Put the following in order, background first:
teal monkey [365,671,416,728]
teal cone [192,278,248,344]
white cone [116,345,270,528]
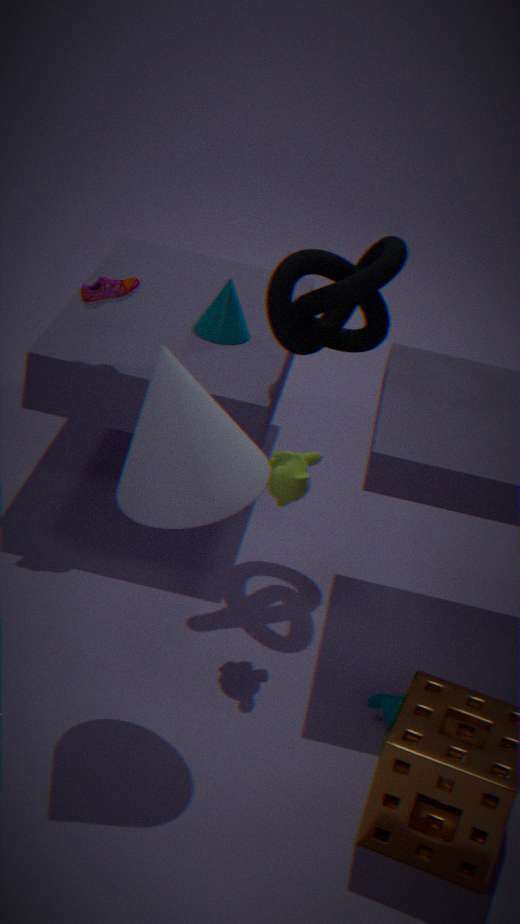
teal cone [192,278,248,344], teal monkey [365,671,416,728], white cone [116,345,270,528]
